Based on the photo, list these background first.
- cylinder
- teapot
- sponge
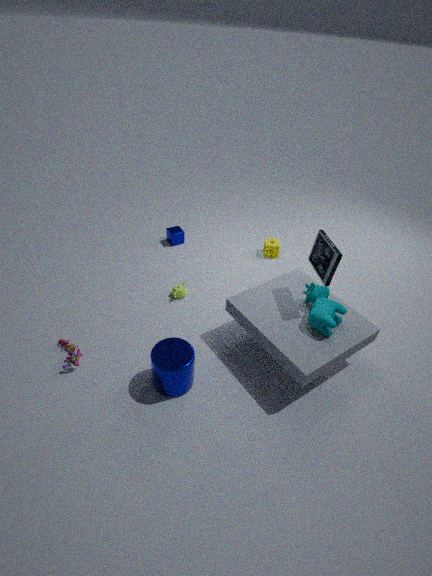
sponge, teapot, cylinder
